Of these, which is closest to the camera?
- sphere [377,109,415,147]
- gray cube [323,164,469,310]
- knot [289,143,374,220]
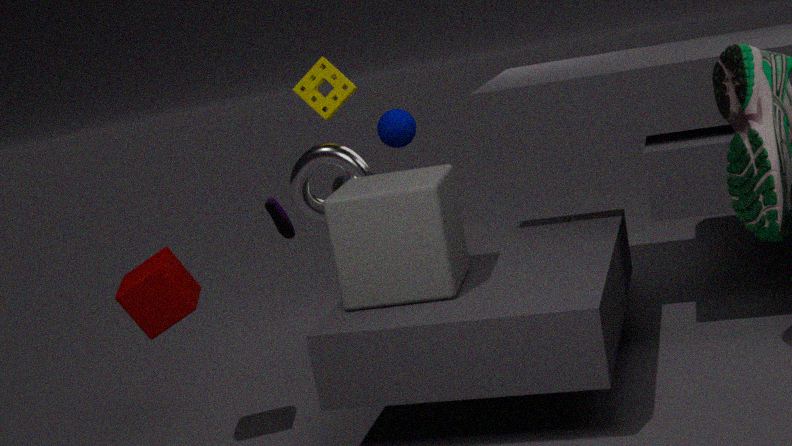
gray cube [323,164,469,310]
